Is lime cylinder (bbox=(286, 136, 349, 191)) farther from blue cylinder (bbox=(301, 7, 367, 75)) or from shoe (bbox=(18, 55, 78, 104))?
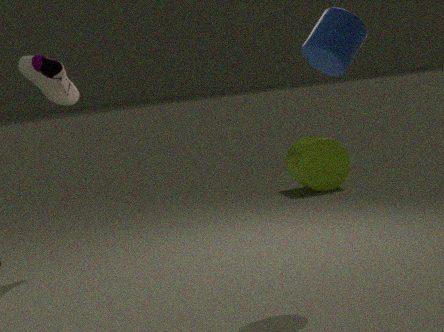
blue cylinder (bbox=(301, 7, 367, 75))
